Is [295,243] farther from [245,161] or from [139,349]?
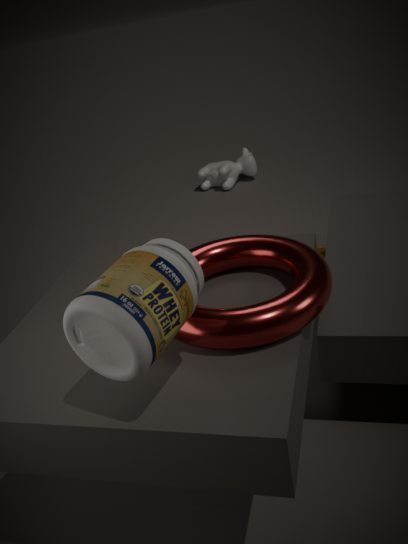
[245,161]
